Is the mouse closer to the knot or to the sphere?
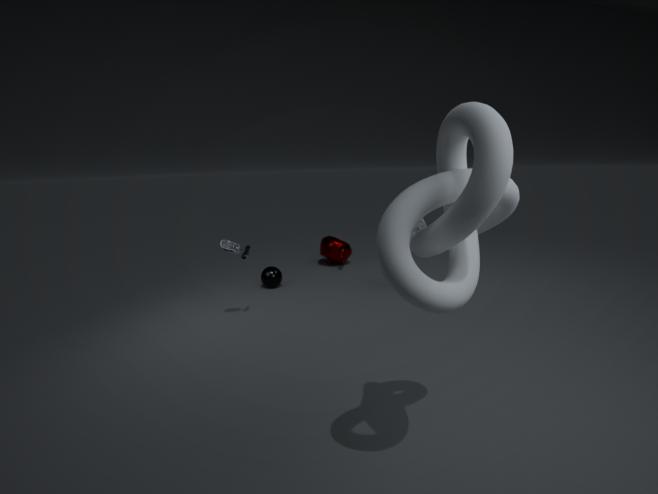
the sphere
